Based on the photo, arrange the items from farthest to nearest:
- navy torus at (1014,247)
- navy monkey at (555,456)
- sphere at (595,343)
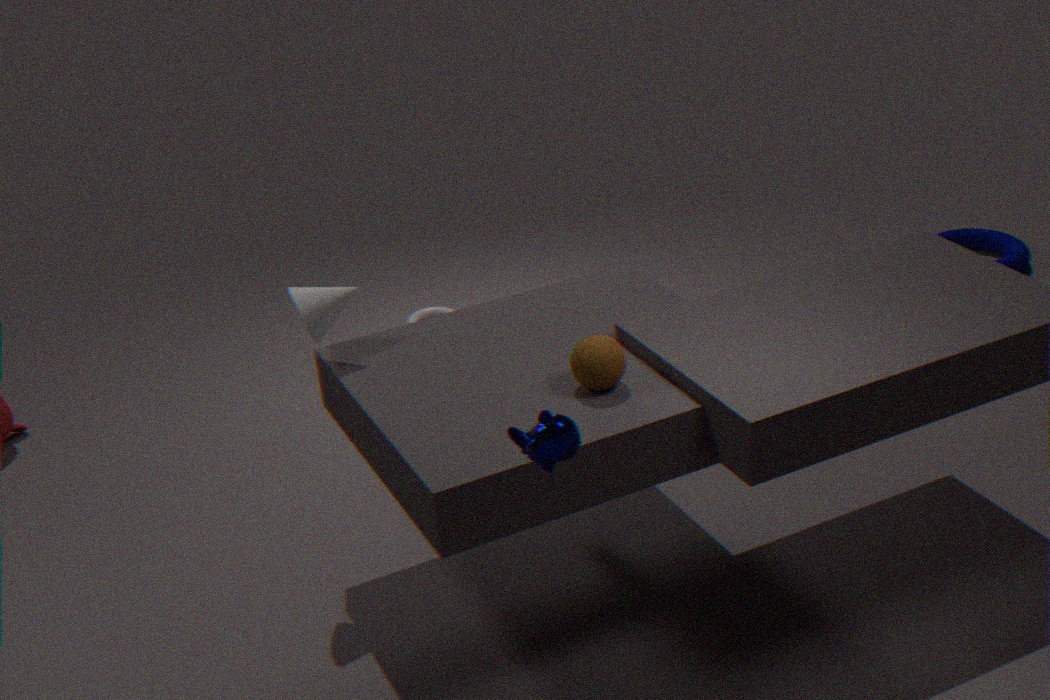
navy torus at (1014,247) → sphere at (595,343) → navy monkey at (555,456)
